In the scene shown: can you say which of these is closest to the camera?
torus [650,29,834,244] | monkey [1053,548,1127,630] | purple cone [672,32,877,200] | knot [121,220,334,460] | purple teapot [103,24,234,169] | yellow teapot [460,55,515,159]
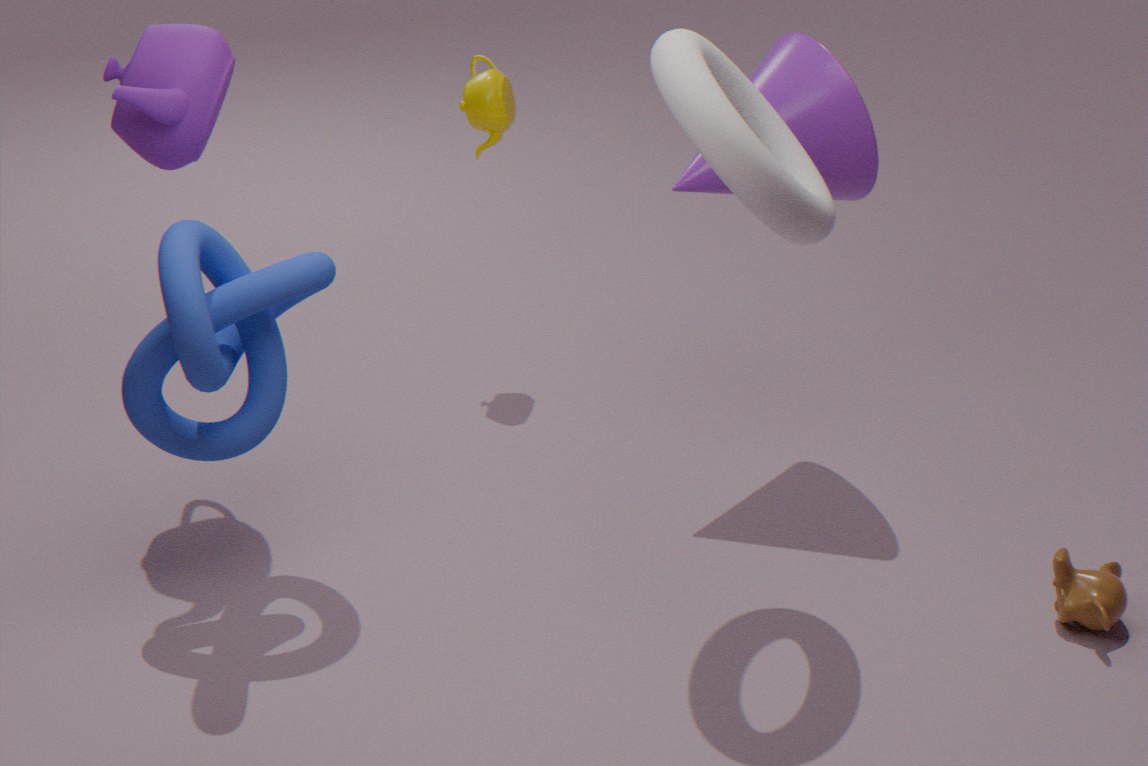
torus [650,29,834,244]
